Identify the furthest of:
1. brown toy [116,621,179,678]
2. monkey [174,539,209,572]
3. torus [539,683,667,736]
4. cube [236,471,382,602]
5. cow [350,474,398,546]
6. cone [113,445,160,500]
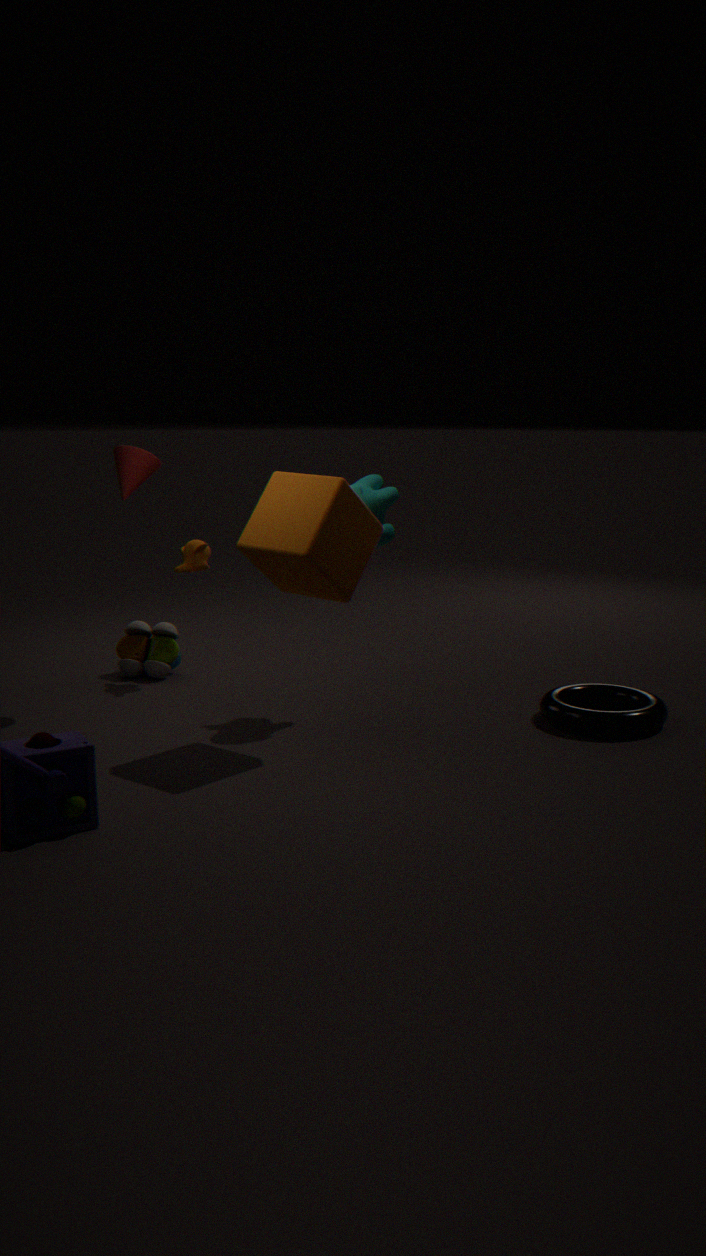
brown toy [116,621,179,678]
